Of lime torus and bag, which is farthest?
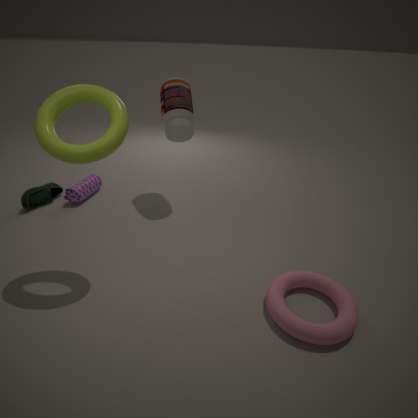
bag
